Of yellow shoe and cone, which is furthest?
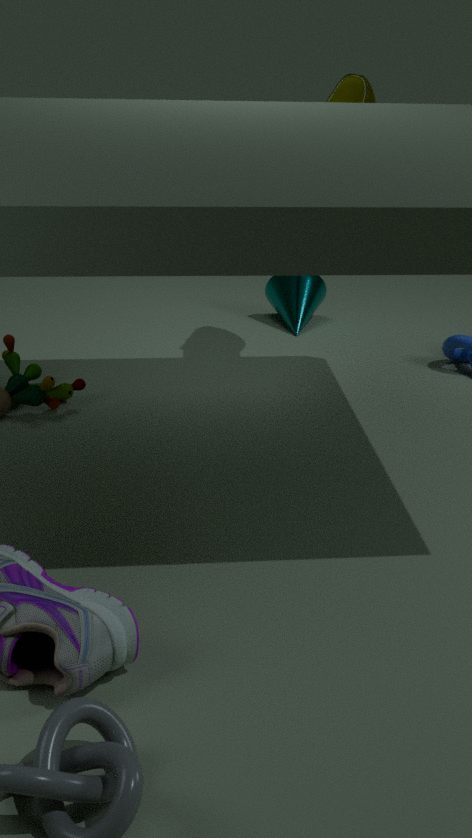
cone
